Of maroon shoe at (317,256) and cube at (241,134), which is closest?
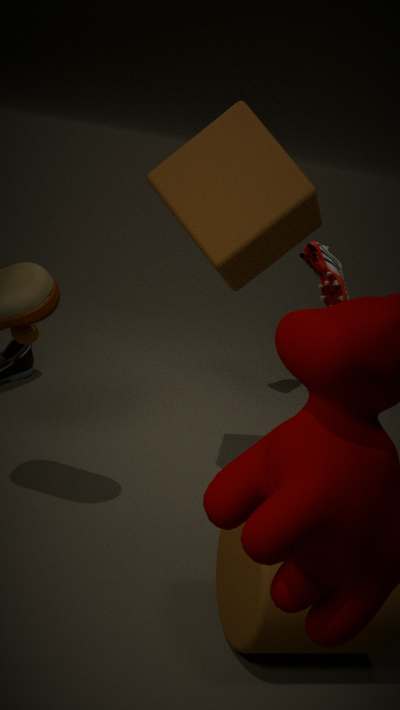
cube at (241,134)
